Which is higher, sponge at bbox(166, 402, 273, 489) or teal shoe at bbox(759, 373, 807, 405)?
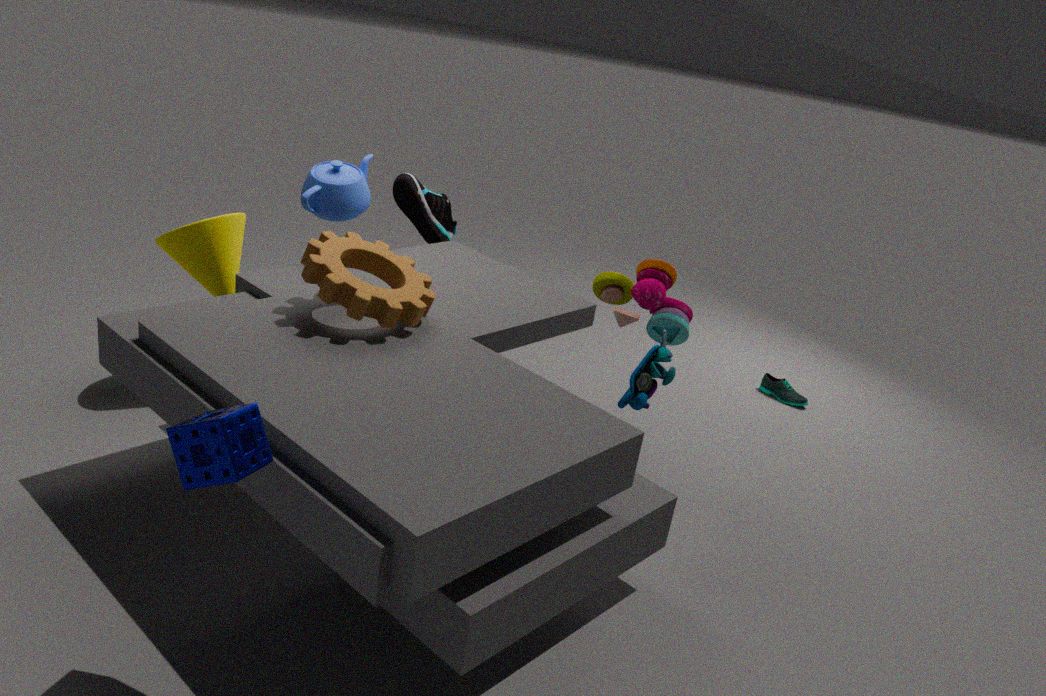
sponge at bbox(166, 402, 273, 489)
